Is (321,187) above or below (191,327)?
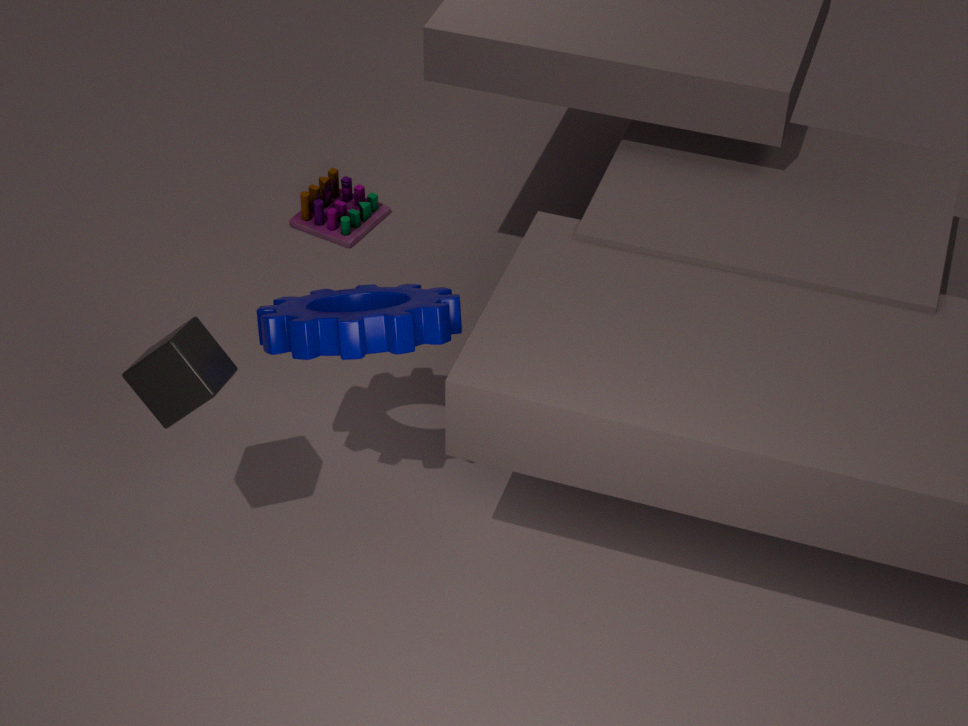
below
